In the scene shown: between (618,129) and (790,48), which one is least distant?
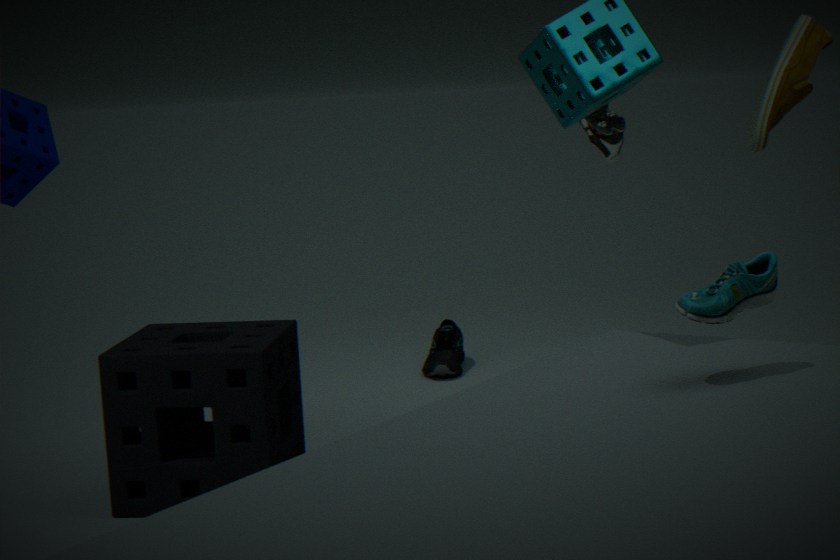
(790,48)
